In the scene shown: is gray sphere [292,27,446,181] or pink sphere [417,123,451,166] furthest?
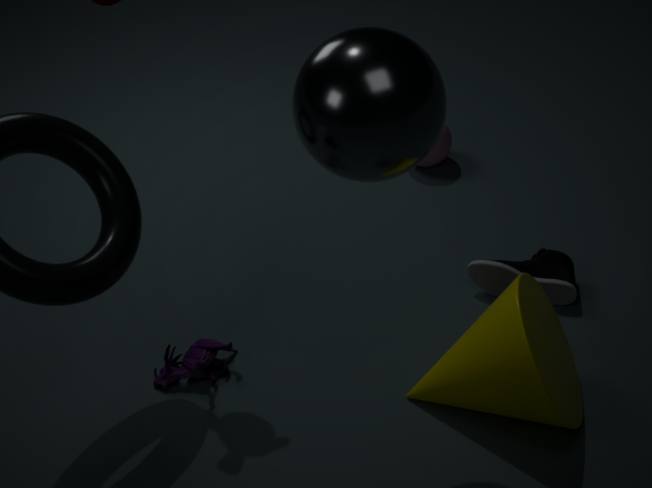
pink sphere [417,123,451,166]
